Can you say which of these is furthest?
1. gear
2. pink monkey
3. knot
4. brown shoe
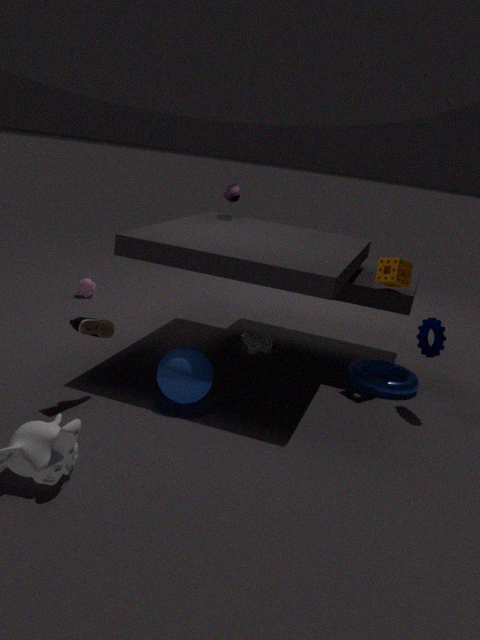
pink monkey
